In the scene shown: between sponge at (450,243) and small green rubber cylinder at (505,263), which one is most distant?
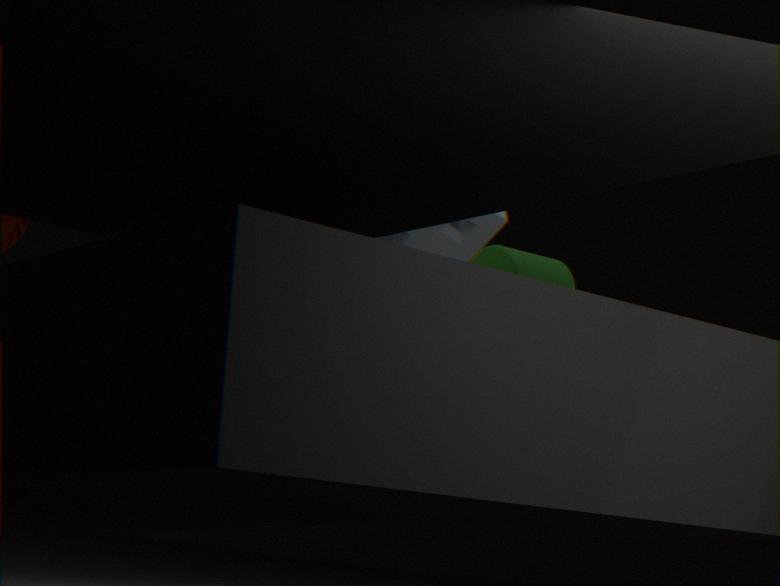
small green rubber cylinder at (505,263)
